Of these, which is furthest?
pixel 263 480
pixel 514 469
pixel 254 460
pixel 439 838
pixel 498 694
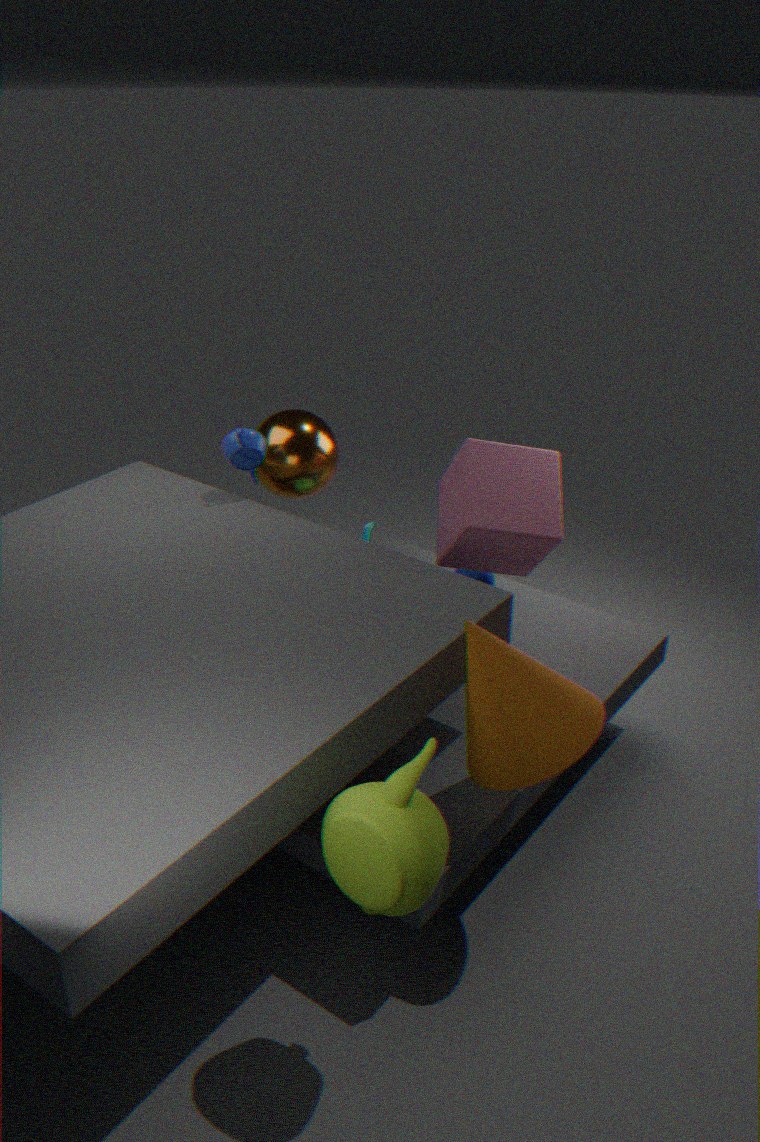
pixel 263 480
